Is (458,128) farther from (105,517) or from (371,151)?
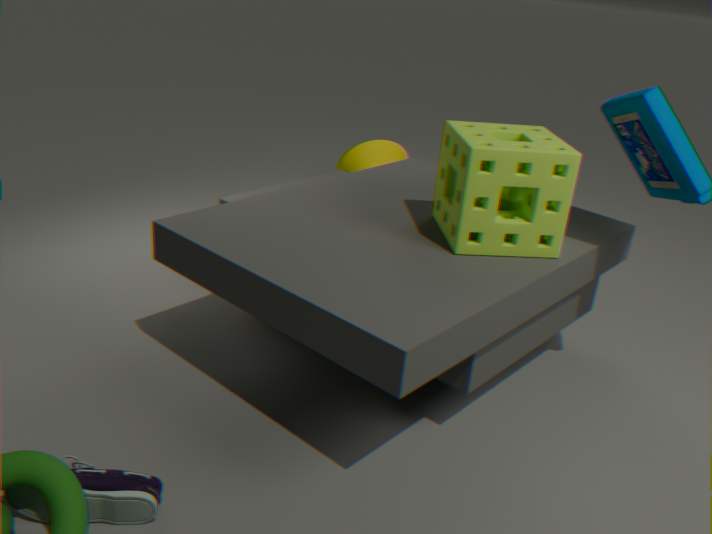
(371,151)
